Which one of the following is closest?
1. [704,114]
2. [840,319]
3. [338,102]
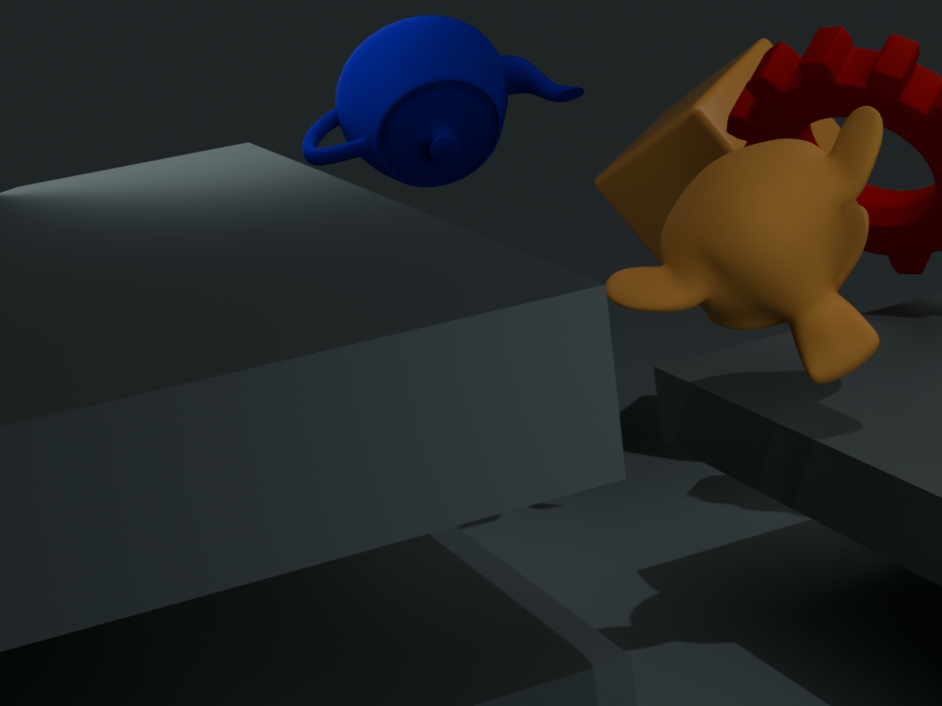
[840,319]
